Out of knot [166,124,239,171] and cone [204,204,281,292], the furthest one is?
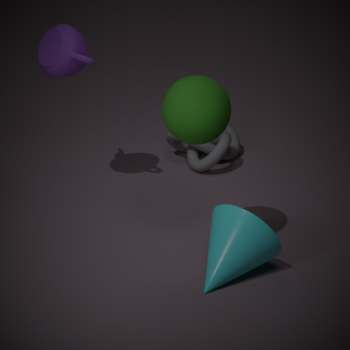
knot [166,124,239,171]
